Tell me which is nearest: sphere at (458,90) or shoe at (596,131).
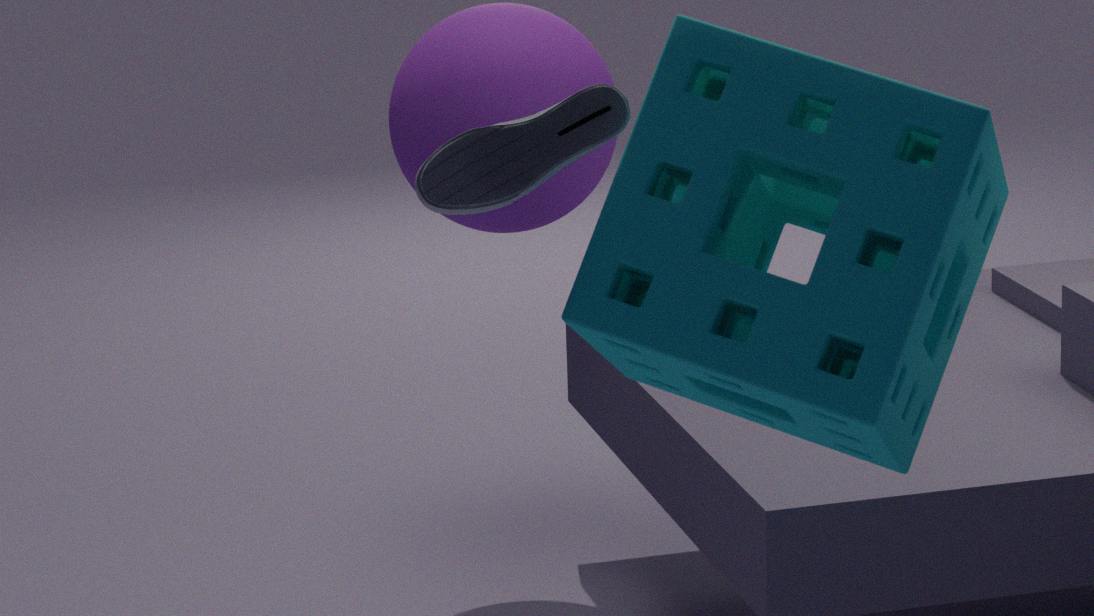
shoe at (596,131)
